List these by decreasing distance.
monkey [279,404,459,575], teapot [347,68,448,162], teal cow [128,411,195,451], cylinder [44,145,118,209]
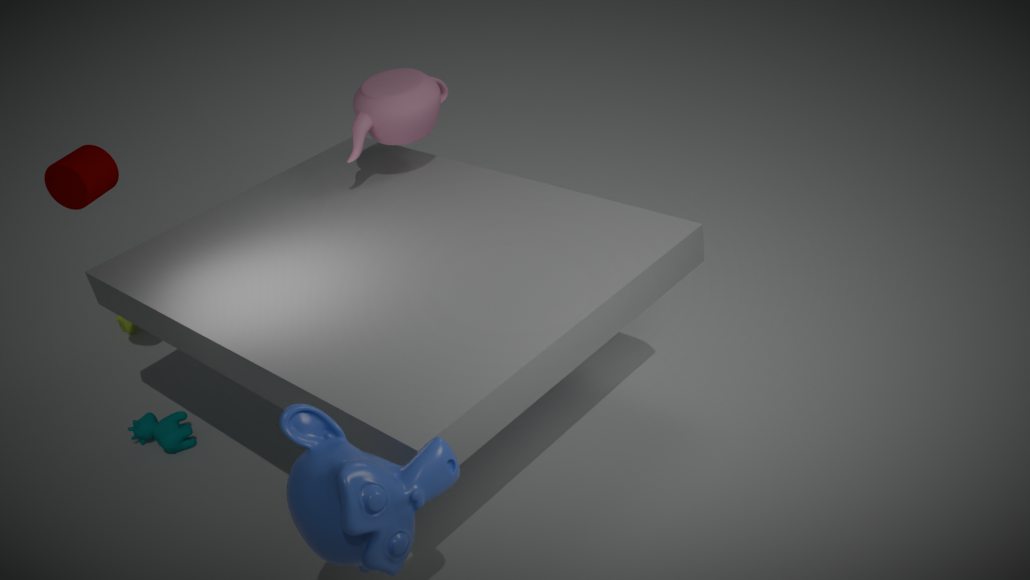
teal cow [128,411,195,451] < teapot [347,68,448,162] < cylinder [44,145,118,209] < monkey [279,404,459,575]
